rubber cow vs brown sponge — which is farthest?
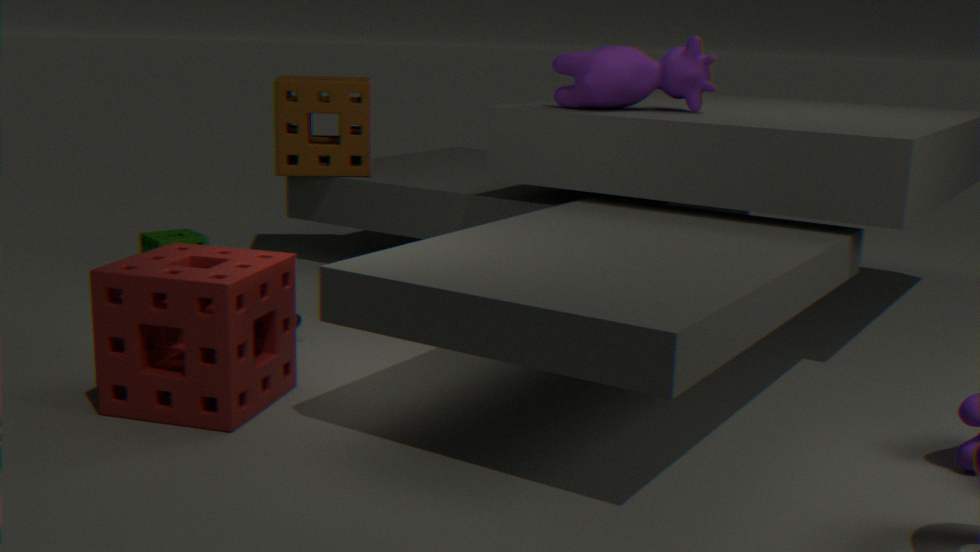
brown sponge
